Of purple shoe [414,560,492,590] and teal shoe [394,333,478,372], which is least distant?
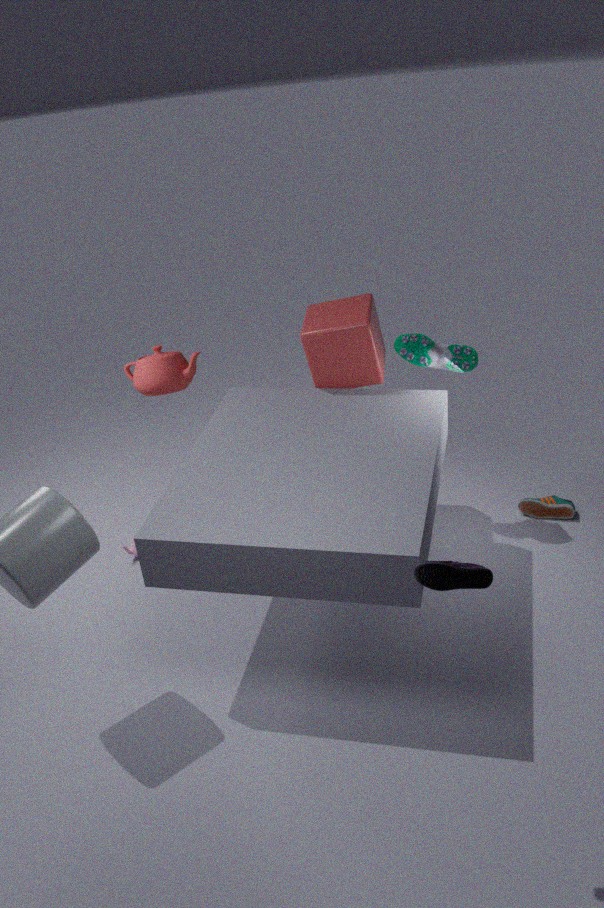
purple shoe [414,560,492,590]
